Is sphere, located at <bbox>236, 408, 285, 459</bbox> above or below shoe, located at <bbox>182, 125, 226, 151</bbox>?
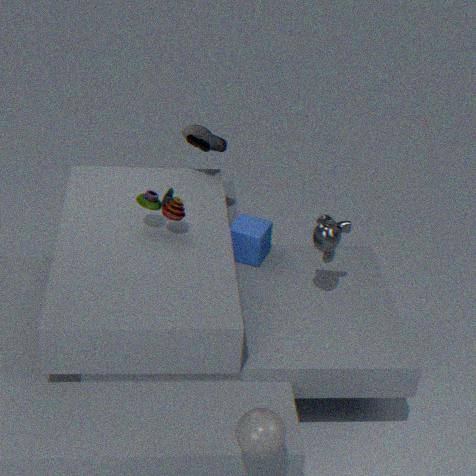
below
